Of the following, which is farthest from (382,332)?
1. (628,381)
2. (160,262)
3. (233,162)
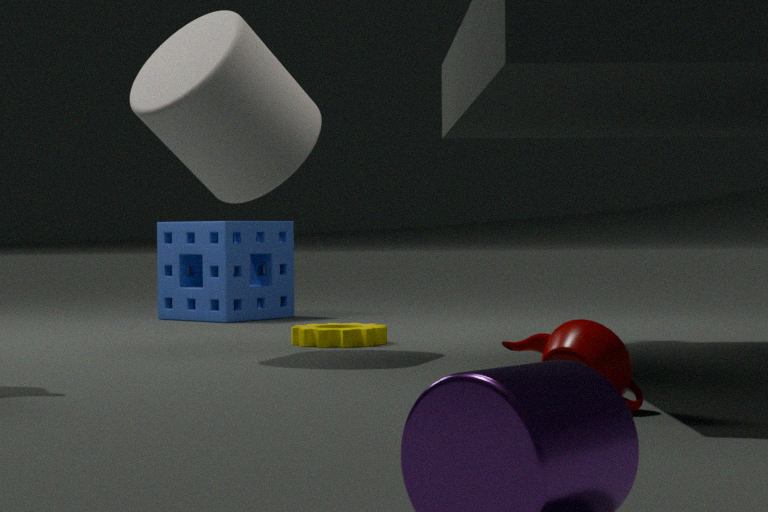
(628,381)
